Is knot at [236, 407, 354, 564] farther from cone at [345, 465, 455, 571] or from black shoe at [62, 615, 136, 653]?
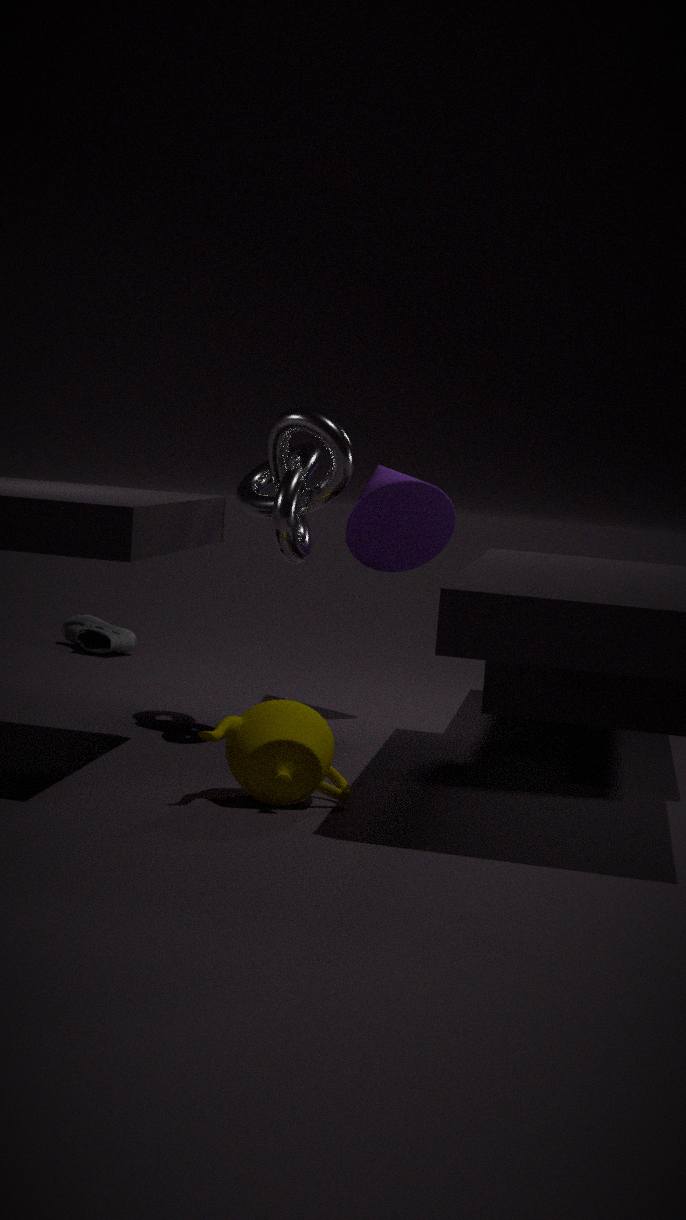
black shoe at [62, 615, 136, 653]
